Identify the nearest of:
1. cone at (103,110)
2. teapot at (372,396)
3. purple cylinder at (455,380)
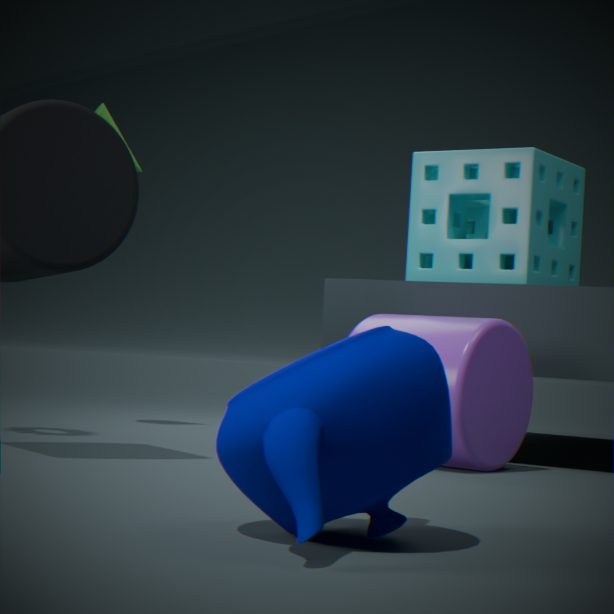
teapot at (372,396)
